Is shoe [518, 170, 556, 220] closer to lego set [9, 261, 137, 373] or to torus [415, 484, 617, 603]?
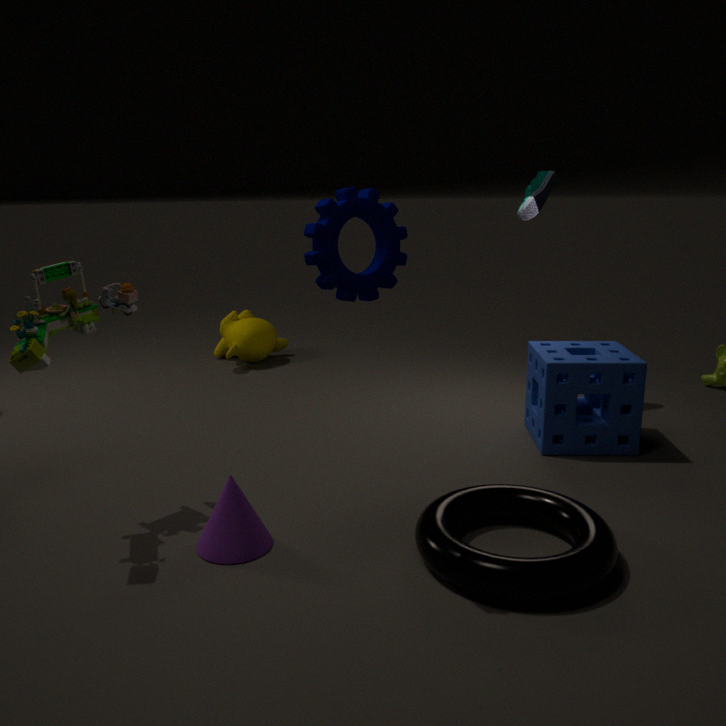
torus [415, 484, 617, 603]
